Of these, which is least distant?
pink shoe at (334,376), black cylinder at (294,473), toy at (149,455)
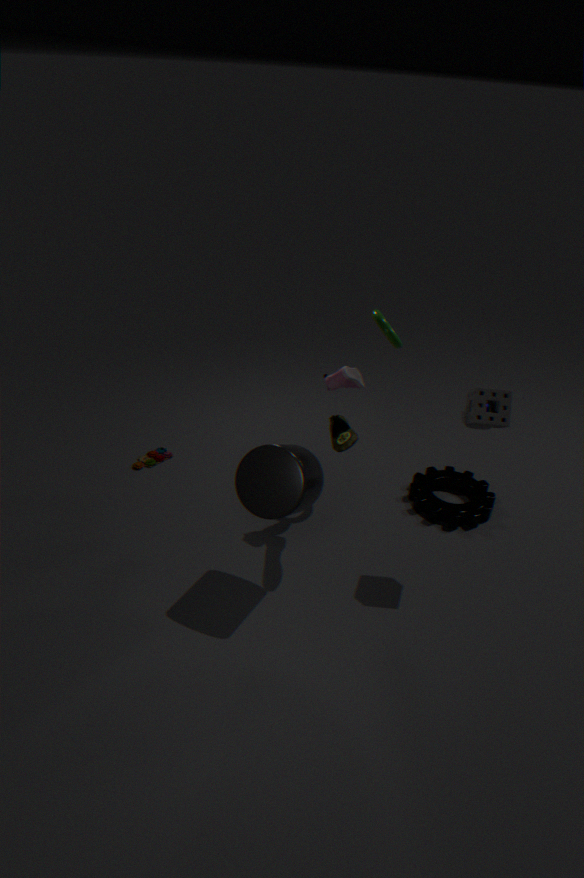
black cylinder at (294,473)
